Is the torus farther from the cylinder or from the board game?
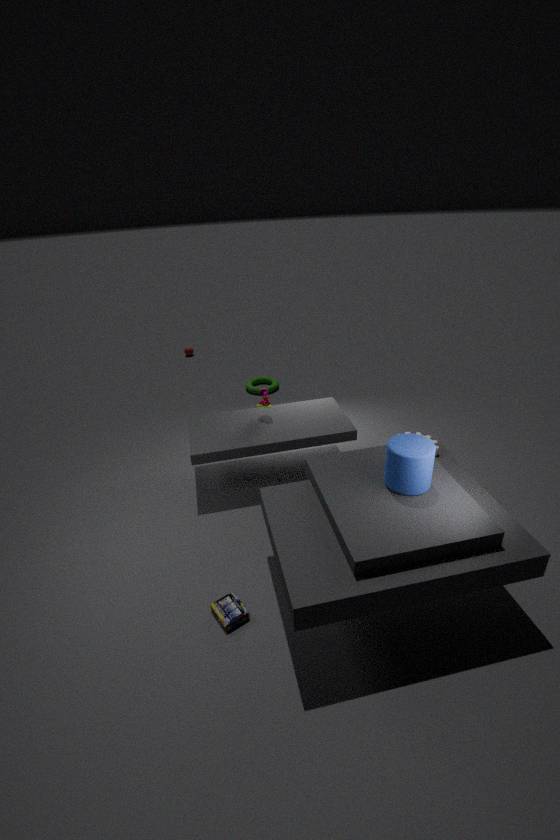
the board game
